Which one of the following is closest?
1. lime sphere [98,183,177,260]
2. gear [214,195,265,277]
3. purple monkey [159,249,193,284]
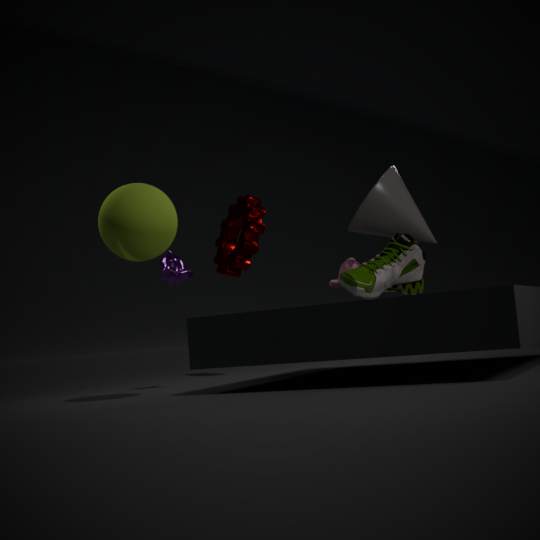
lime sphere [98,183,177,260]
